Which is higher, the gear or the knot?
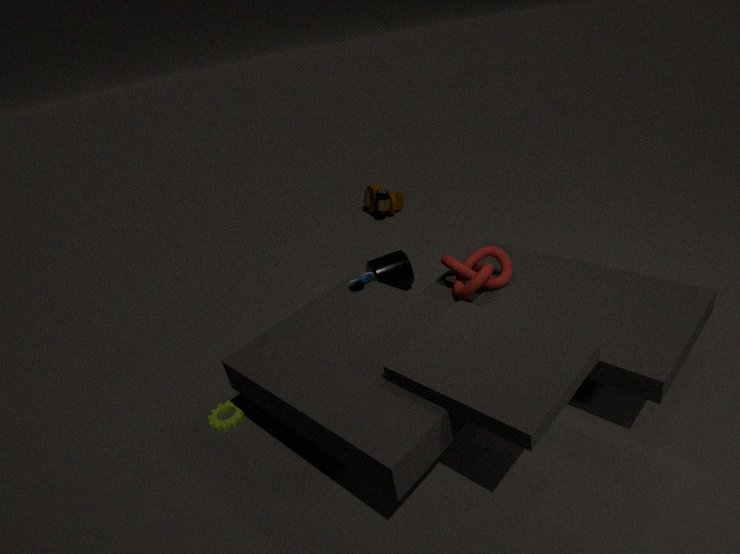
the knot
